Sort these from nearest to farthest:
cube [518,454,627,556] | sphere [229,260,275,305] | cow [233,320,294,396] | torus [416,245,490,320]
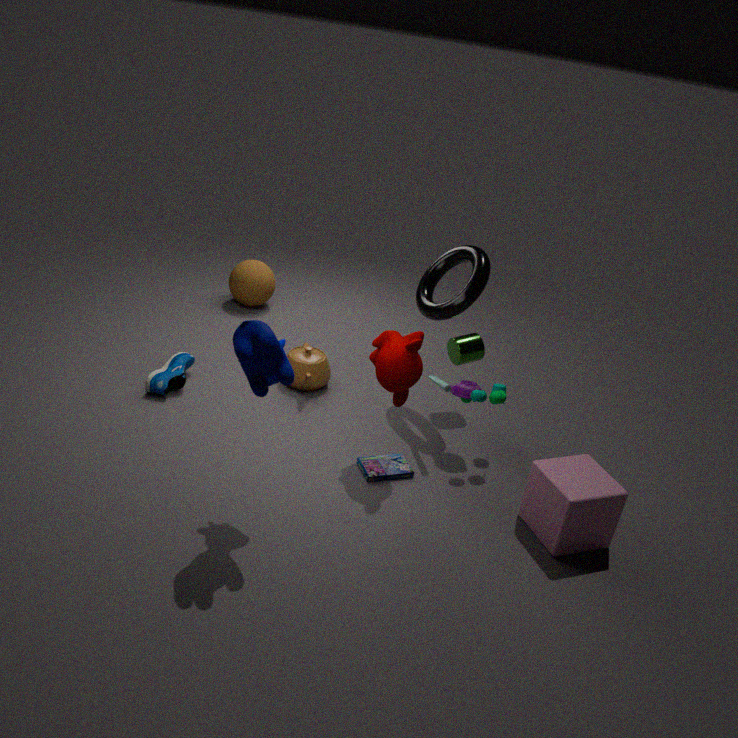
1. cow [233,320,294,396]
2. cube [518,454,627,556]
3. torus [416,245,490,320]
4. sphere [229,260,275,305]
